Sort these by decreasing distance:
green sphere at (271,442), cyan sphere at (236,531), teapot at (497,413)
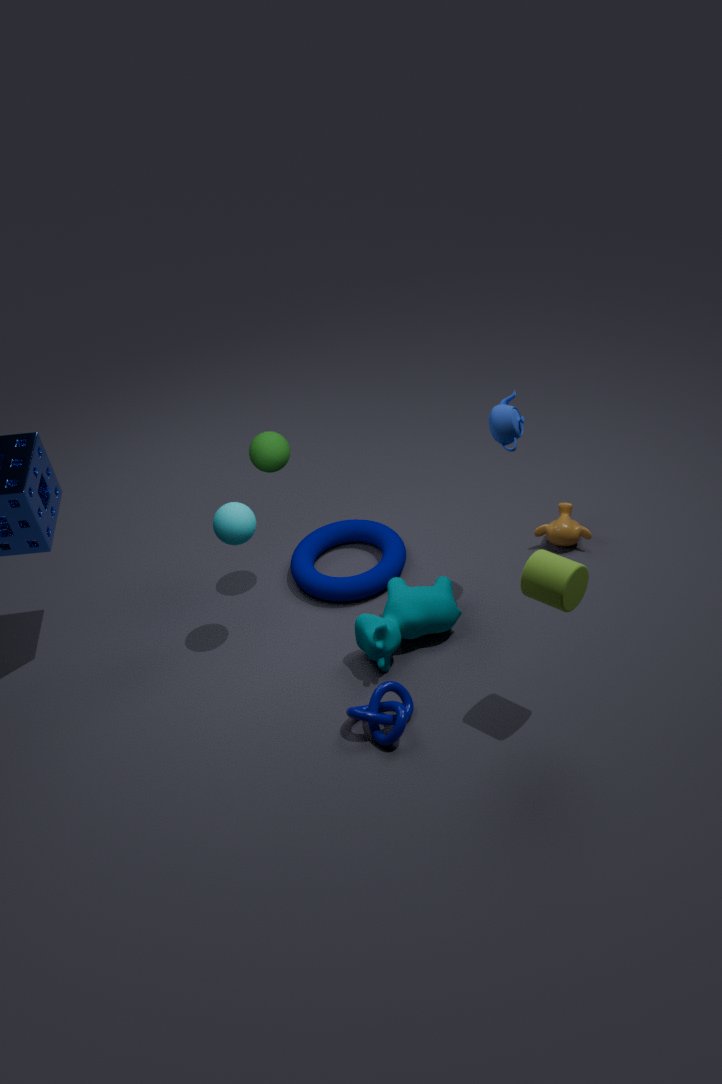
green sphere at (271,442), cyan sphere at (236,531), teapot at (497,413)
